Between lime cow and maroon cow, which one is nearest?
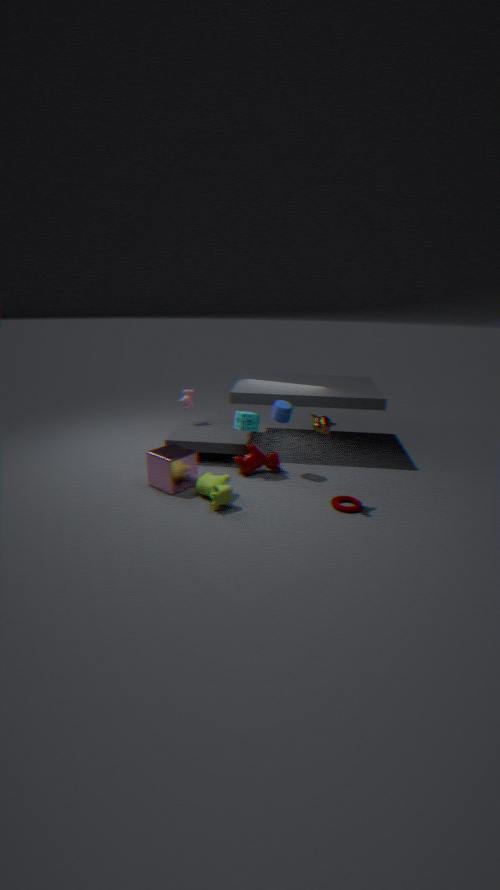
lime cow
